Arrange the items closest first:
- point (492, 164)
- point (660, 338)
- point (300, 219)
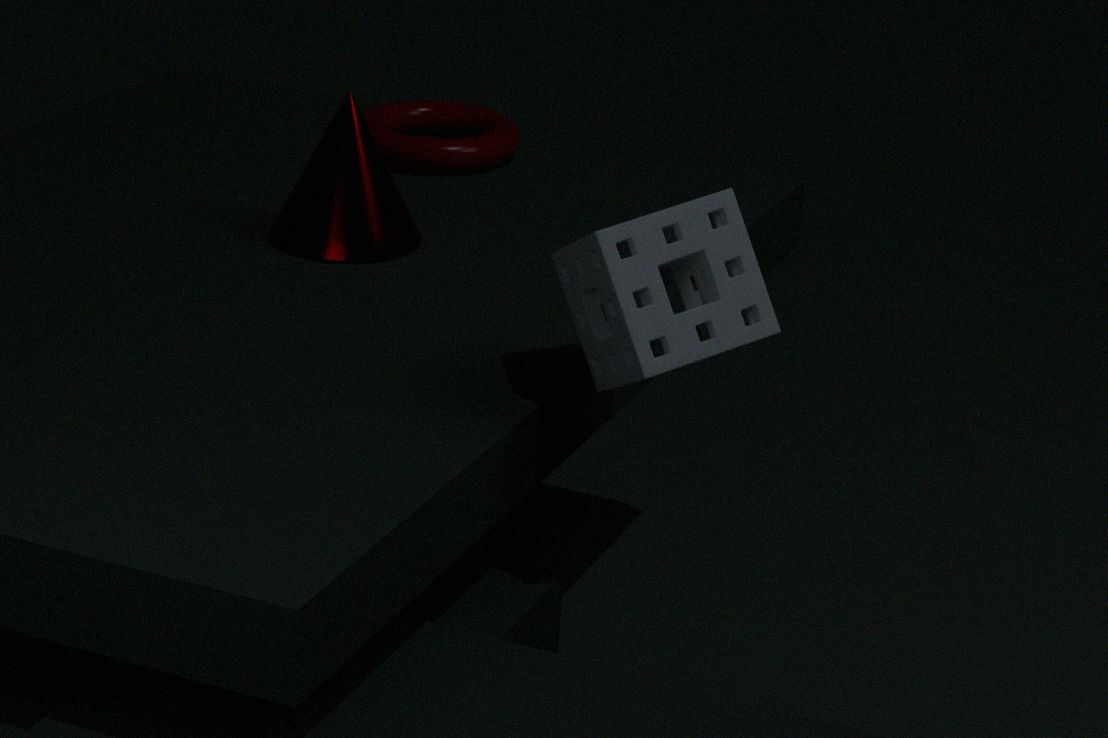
point (660, 338) → point (300, 219) → point (492, 164)
